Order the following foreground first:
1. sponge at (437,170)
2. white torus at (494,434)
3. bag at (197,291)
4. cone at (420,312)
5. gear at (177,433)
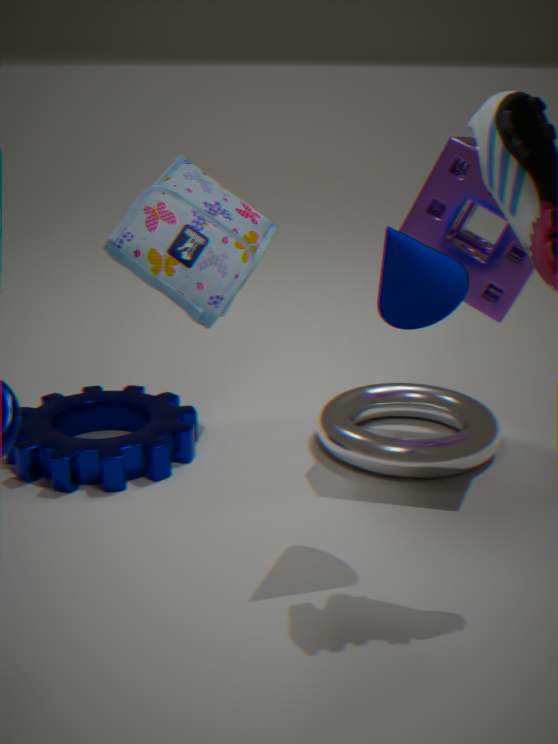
cone at (420,312), sponge at (437,170), gear at (177,433), white torus at (494,434), bag at (197,291)
